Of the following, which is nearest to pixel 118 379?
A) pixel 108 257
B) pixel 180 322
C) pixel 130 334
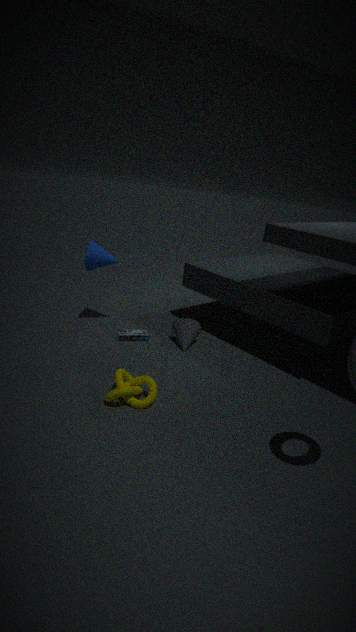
pixel 130 334
